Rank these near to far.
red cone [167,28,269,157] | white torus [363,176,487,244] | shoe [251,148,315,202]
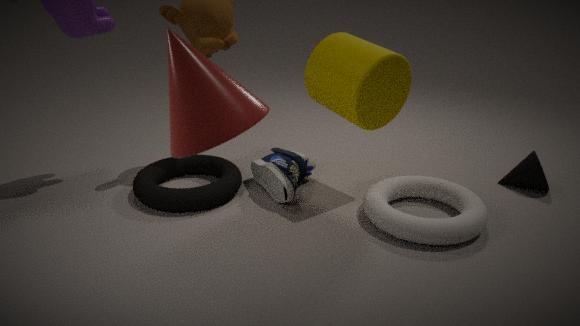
red cone [167,28,269,157] < white torus [363,176,487,244] < shoe [251,148,315,202]
